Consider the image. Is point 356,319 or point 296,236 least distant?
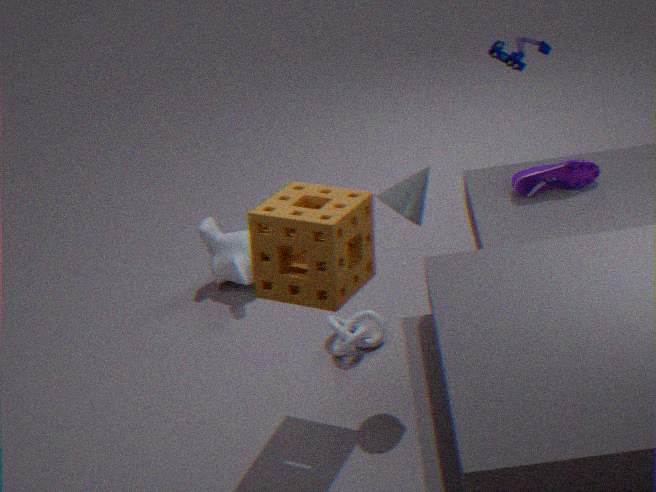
point 296,236
